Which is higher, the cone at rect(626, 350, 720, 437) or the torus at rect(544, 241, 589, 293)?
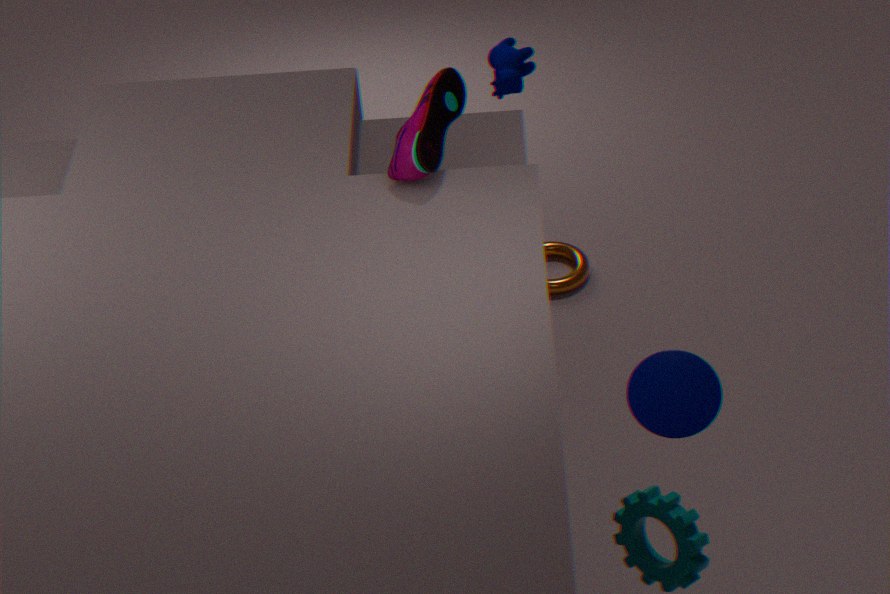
the cone at rect(626, 350, 720, 437)
